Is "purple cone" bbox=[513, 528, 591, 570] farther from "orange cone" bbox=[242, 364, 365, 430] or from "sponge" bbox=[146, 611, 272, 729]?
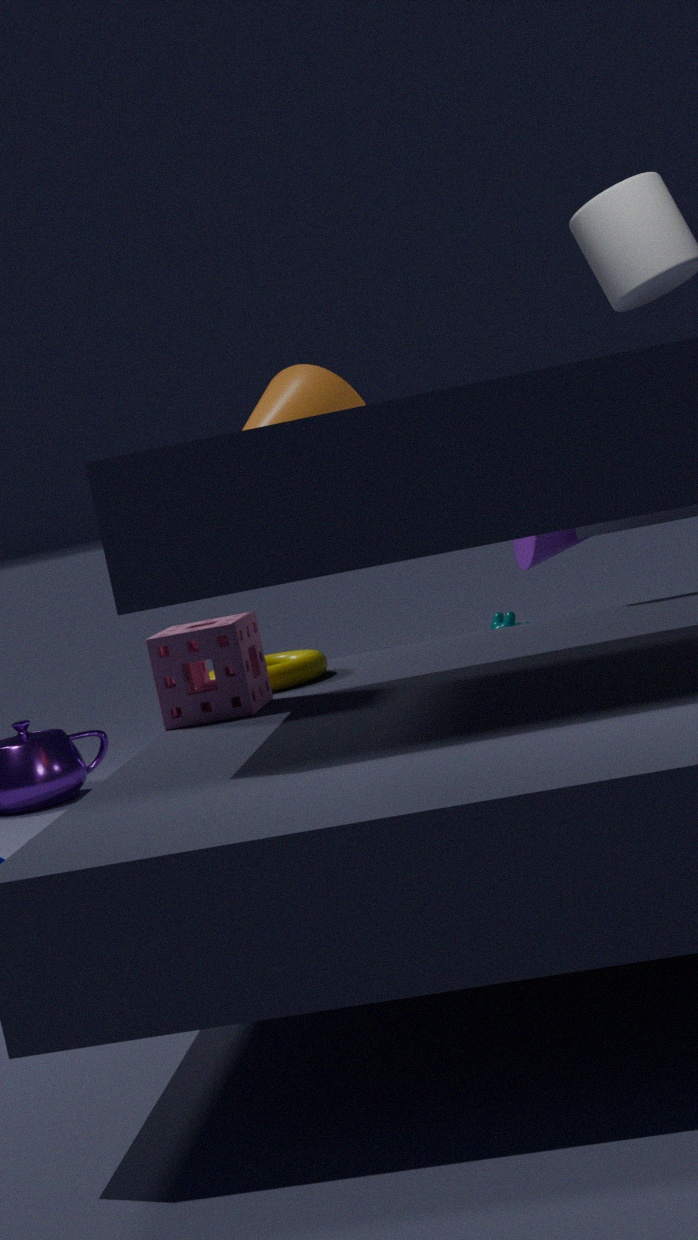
"sponge" bbox=[146, 611, 272, 729]
